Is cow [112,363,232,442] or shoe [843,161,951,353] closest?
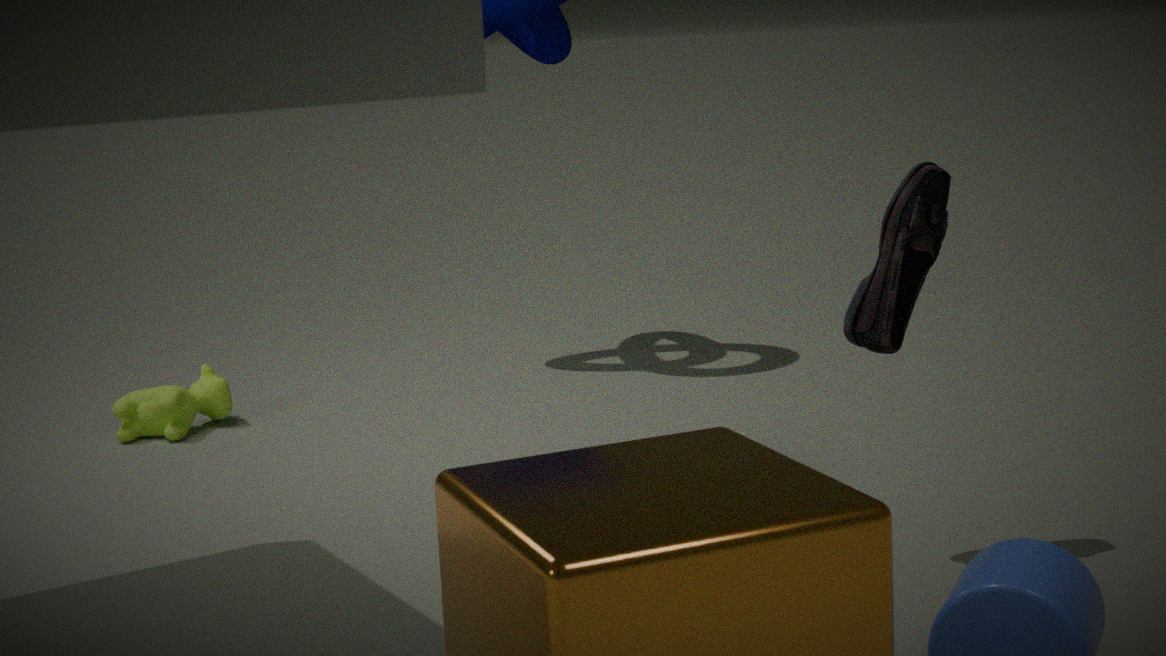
shoe [843,161,951,353]
